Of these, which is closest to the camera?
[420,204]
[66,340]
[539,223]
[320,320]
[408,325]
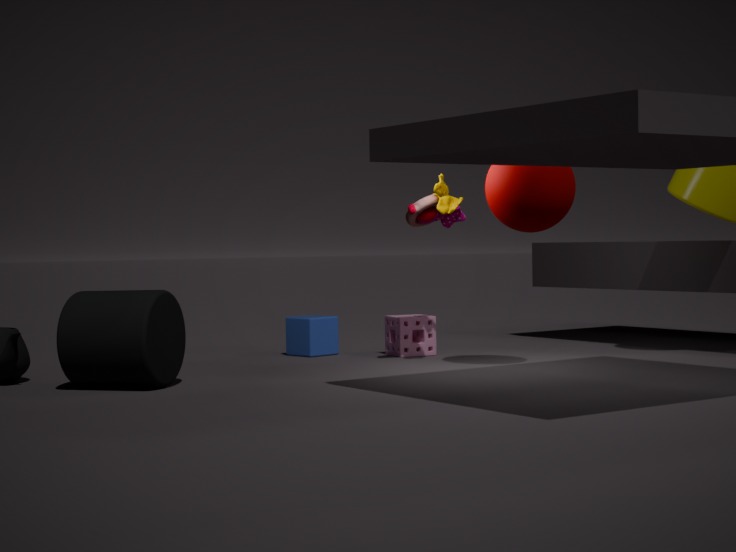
[66,340]
